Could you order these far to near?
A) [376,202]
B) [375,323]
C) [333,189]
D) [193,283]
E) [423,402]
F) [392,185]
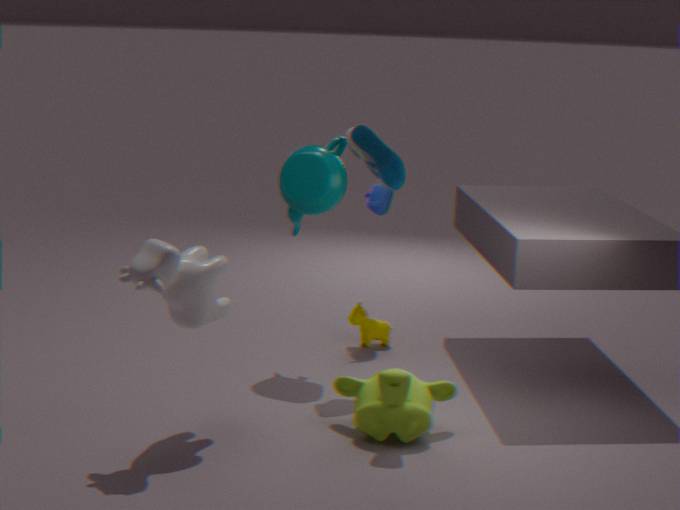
[375,323]
[376,202]
[333,189]
[392,185]
[423,402]
[193,283]
